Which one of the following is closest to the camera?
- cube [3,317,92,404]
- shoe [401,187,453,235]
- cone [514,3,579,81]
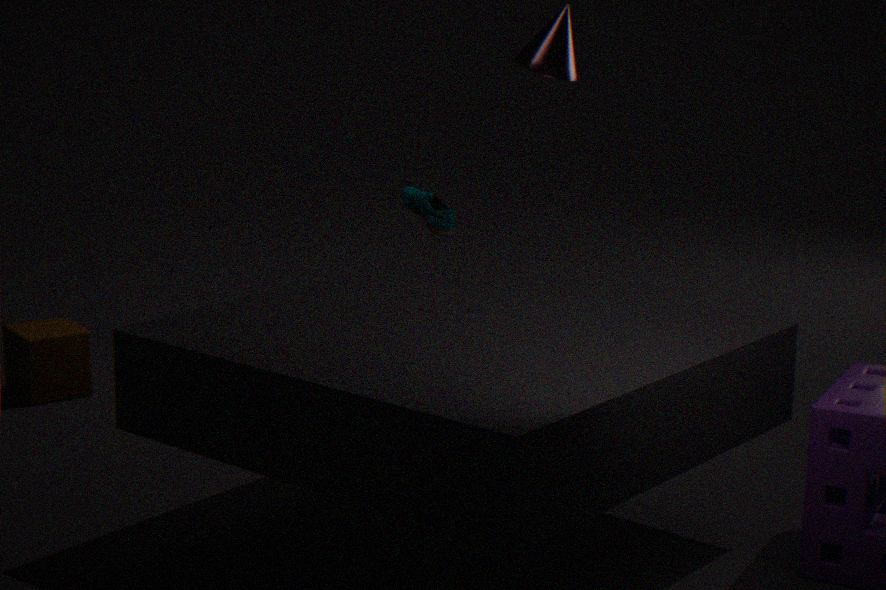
cube [3,317,92,404]
